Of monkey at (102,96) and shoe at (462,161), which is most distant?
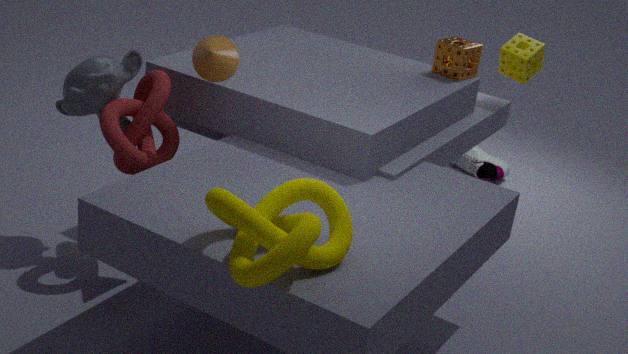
shoe at (462,161)
